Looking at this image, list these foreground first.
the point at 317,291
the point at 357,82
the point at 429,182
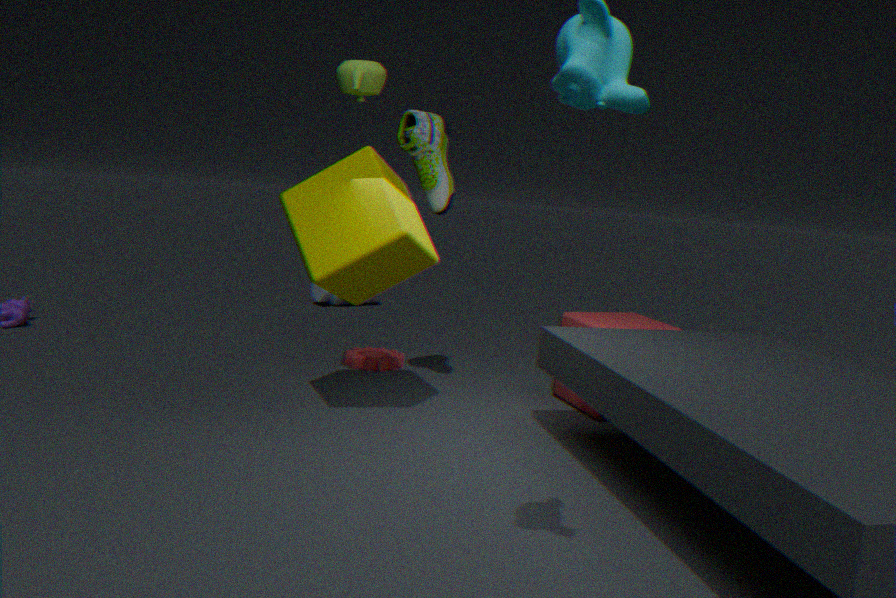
the point at 357,82 → the point at 429,182 → the point at 317,291
